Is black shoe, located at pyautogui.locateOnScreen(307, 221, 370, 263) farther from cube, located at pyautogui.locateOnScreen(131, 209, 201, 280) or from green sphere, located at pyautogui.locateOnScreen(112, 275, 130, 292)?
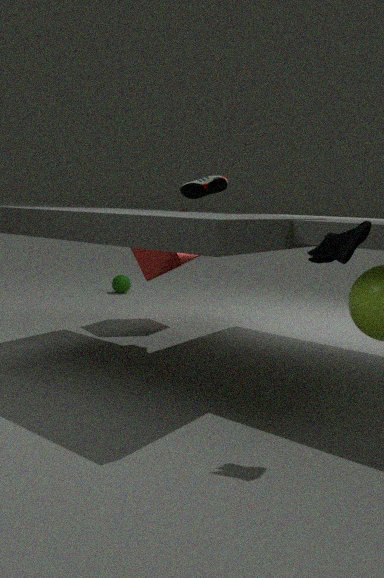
green sphere, located at pyautogui.locateOnScreen(112, 275, 130, 292)
